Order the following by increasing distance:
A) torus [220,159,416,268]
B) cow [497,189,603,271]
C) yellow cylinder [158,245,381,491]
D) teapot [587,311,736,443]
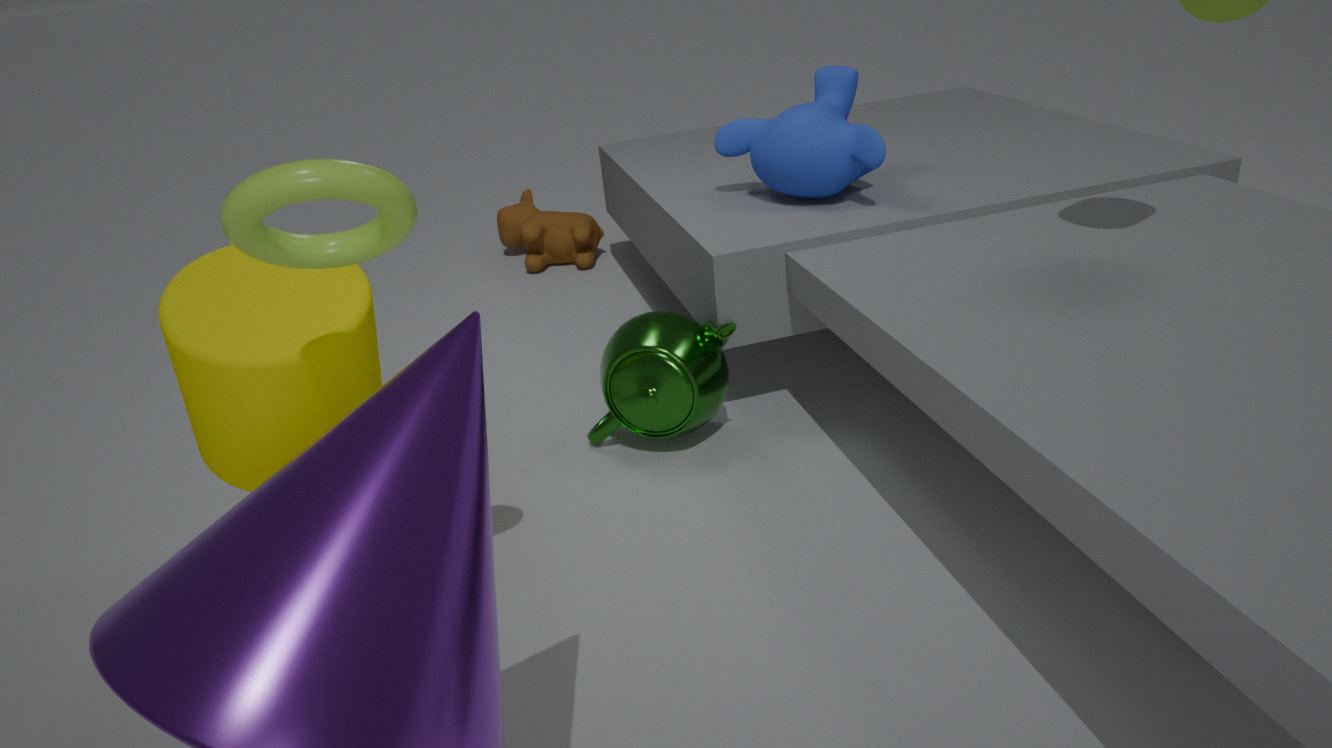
torus [220,159,416,268], yellow cylinder [158,245,381,491], teapot [587,311,736,443], cow [497,189,603,271]
